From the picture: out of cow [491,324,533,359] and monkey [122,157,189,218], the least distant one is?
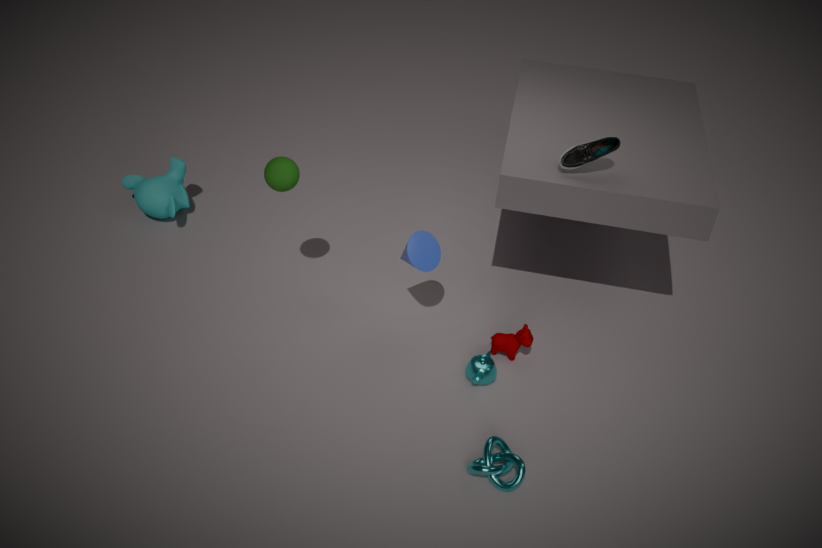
cow [491,324,533,359]
